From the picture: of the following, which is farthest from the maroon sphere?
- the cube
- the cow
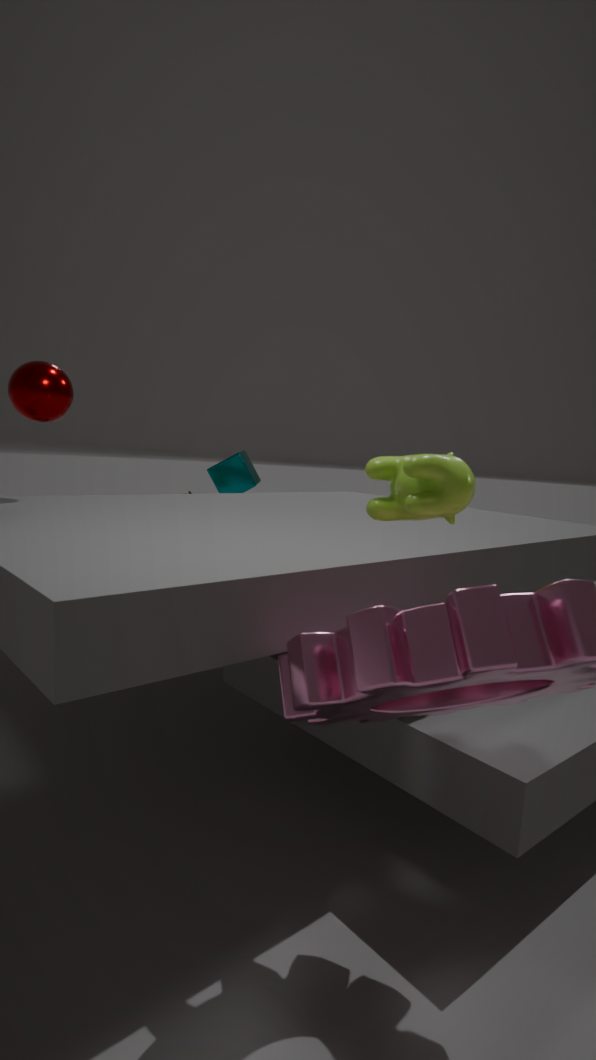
the cow
